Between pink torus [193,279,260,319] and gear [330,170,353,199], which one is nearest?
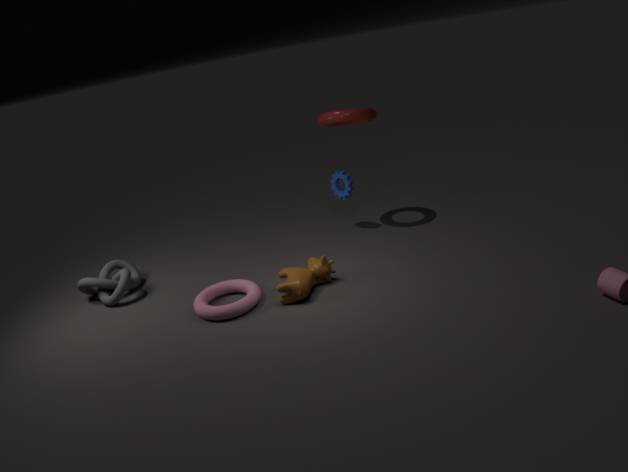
pink torus [193,279,260,319]
